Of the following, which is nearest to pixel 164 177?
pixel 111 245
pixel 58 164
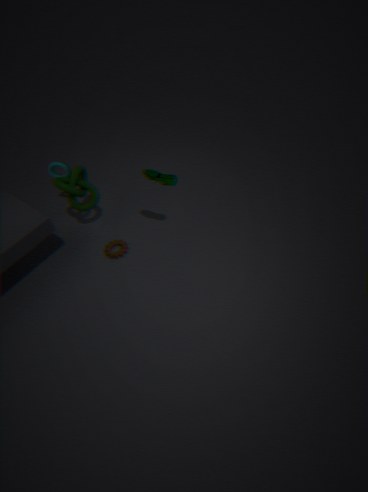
pixel 111 245
